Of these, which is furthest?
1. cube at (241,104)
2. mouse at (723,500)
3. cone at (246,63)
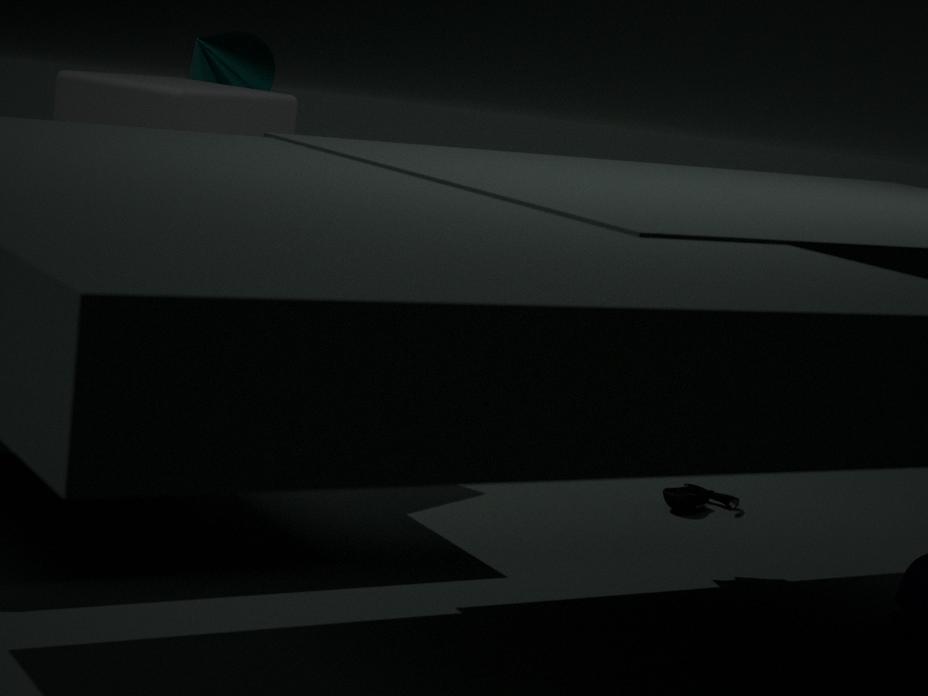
mouse at (723,500)
